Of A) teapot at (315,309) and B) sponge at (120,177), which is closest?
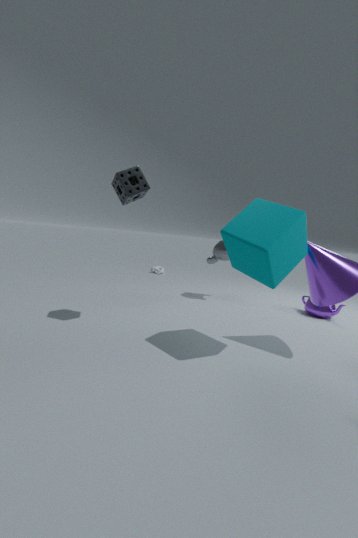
B. sponge at (120,177)
